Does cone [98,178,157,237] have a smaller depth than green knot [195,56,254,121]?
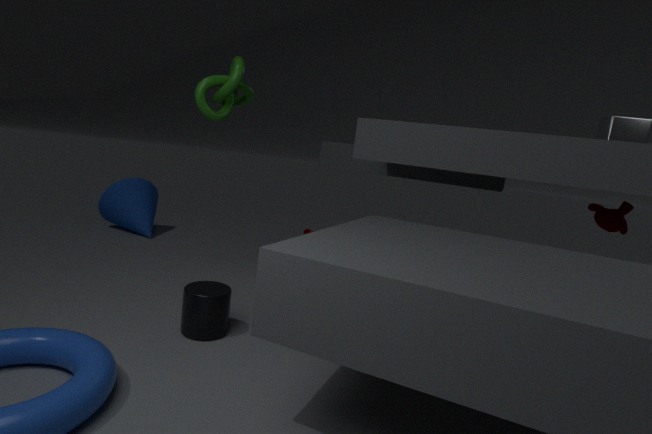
No
